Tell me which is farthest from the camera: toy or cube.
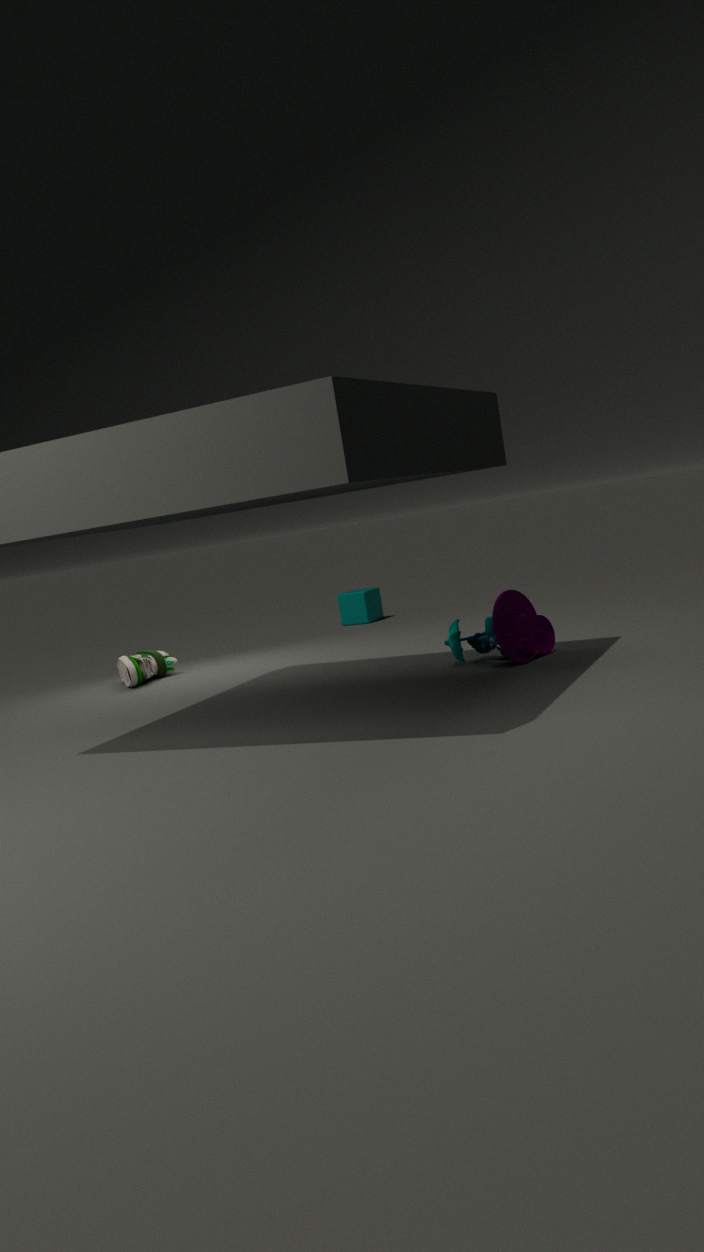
cube
